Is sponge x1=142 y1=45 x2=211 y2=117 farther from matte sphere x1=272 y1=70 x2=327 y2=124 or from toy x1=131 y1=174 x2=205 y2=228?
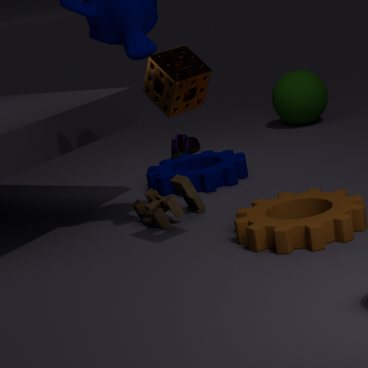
matte sphere x1=272 y1=70 x2=327 y2=124
